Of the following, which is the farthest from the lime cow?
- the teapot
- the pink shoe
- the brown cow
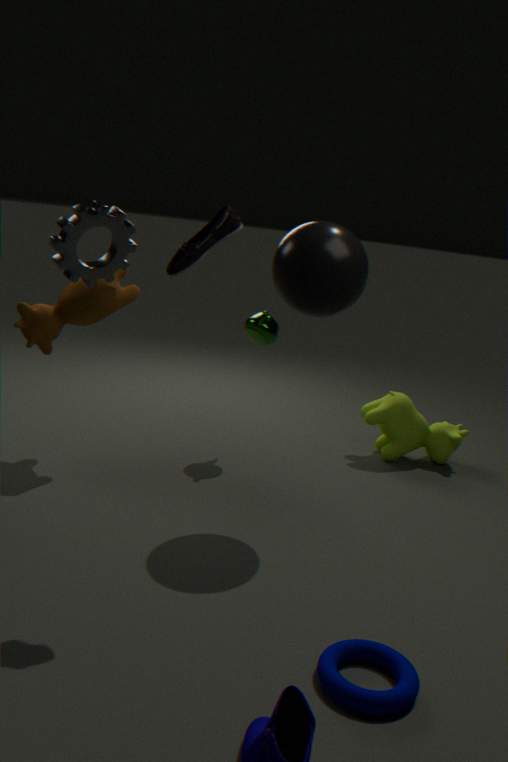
the pink shoe
